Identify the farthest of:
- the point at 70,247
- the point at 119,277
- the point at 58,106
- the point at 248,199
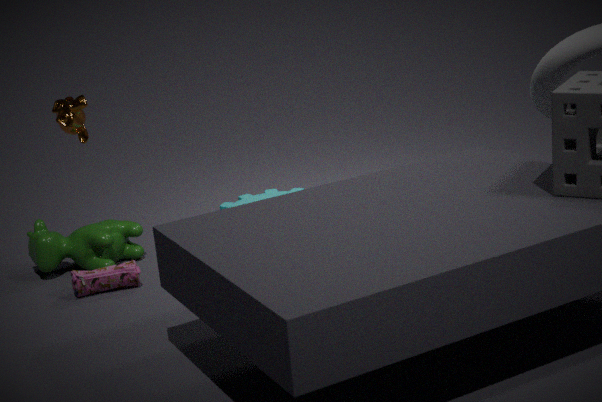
the point at 248,199
